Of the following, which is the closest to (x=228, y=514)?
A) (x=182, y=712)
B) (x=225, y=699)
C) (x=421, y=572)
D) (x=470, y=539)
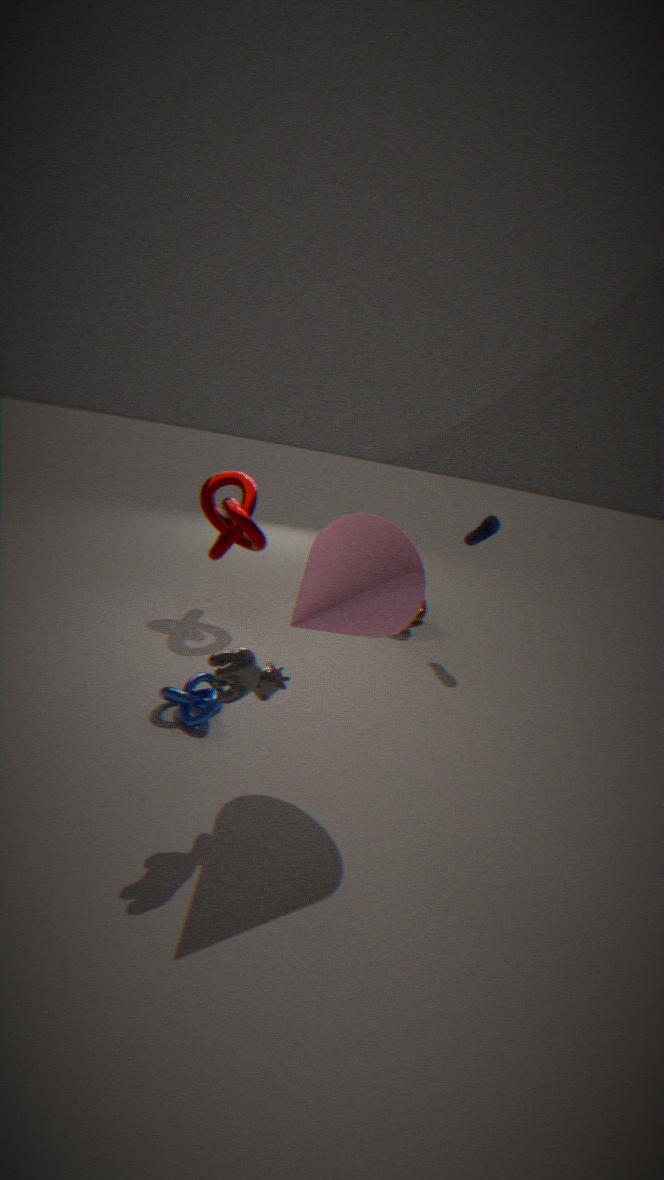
(x=182, y=712)
